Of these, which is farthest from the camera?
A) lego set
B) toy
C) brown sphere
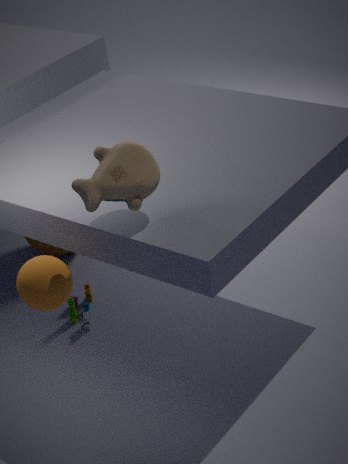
C. brown sphere
